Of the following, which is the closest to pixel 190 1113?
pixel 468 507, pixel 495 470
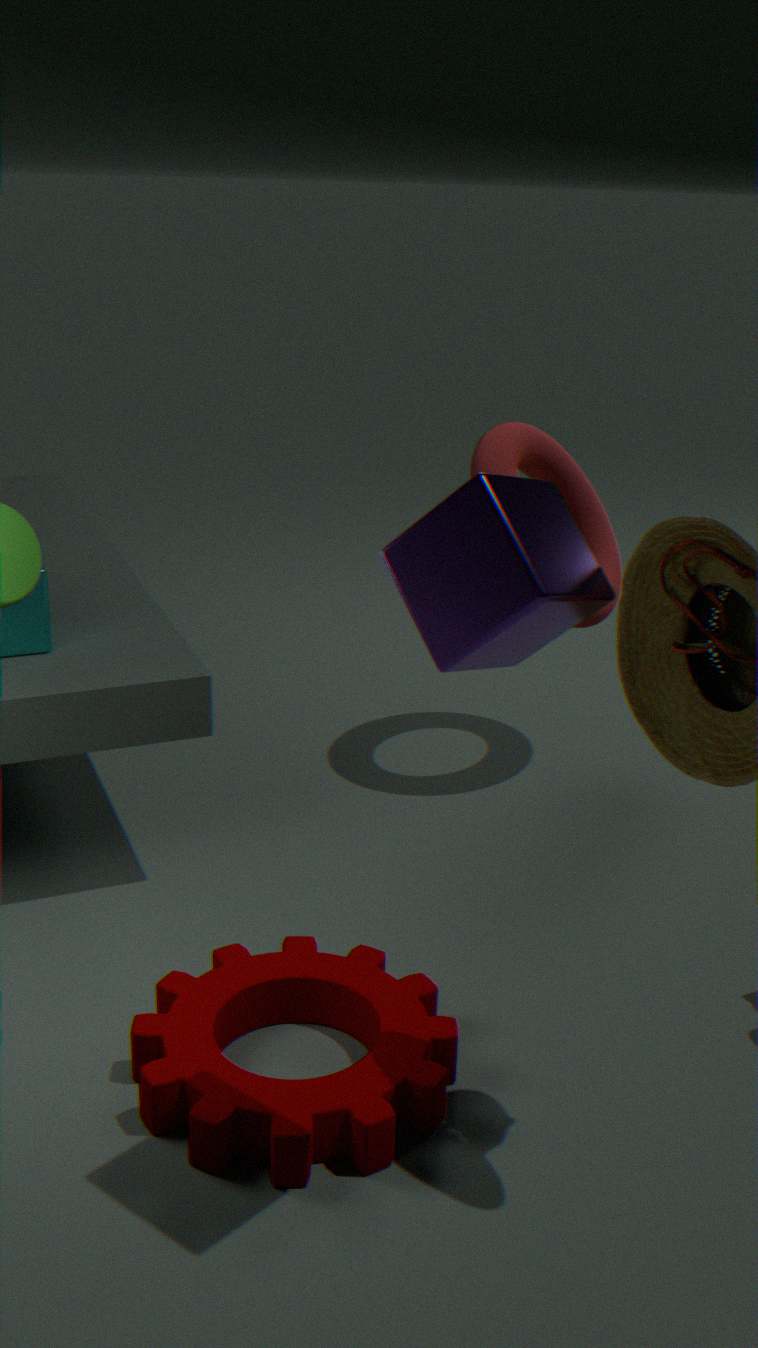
pixel 468 507
